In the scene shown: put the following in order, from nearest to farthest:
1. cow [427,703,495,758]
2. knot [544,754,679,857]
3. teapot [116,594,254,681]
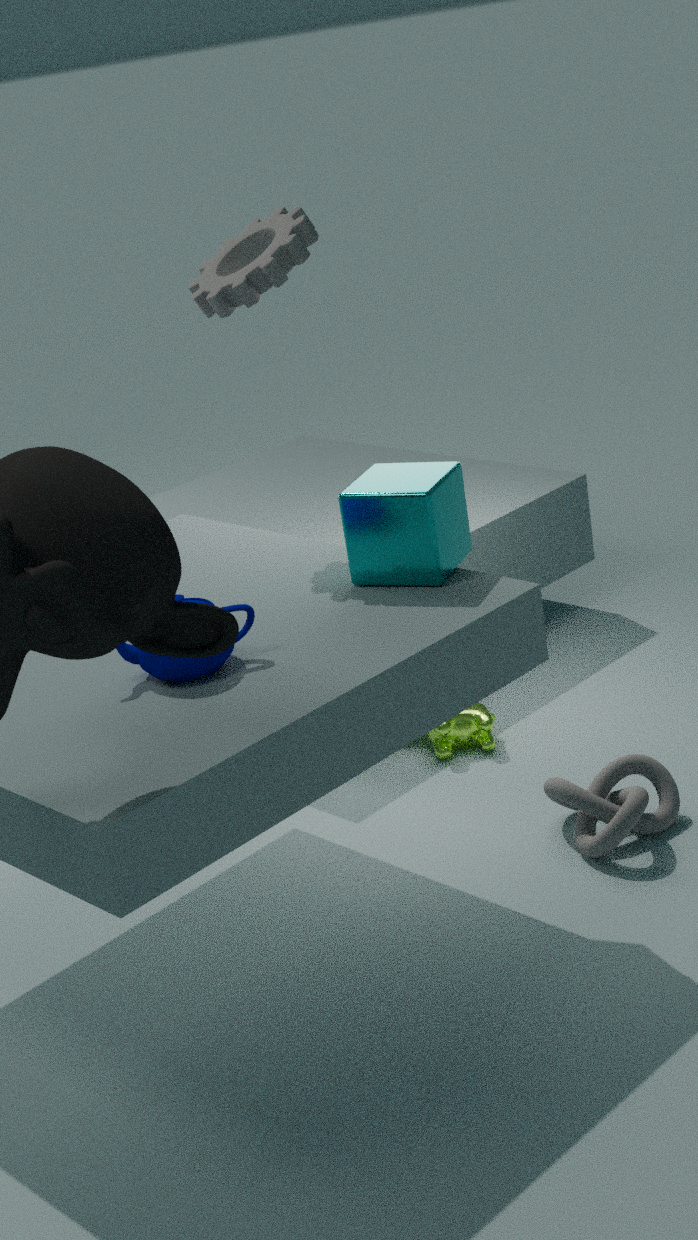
teapot [116,594,254,681], knot [544,754,679,857], cow [427,703,495,758]
